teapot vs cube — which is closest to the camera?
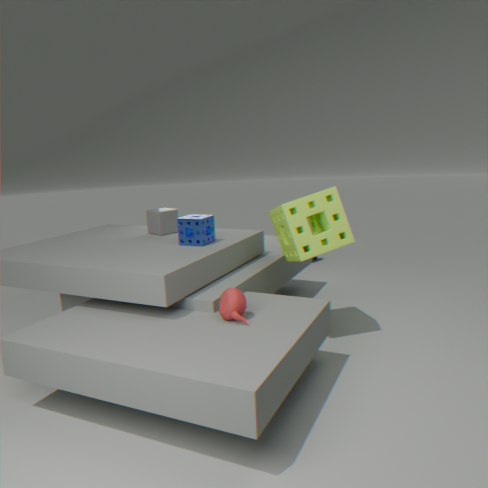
teapot
